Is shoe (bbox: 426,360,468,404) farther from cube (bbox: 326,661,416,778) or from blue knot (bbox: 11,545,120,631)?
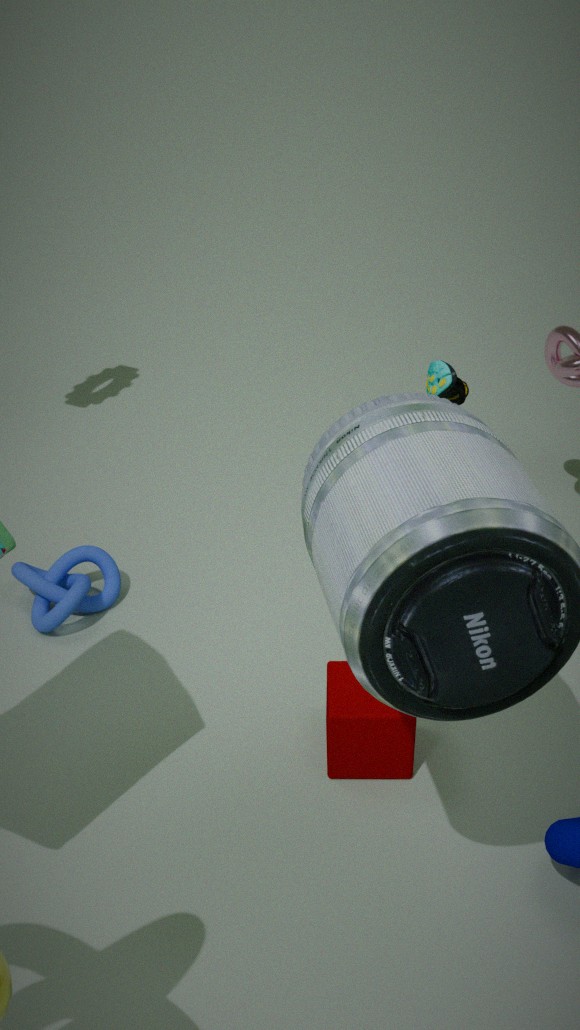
blue knot (bbox: 11,545,120,631)
